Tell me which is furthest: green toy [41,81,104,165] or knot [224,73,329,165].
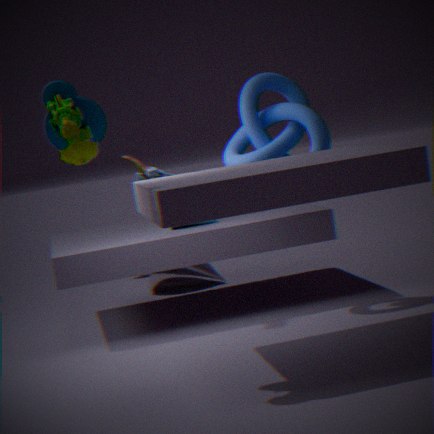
knot [224,73,329,165]
